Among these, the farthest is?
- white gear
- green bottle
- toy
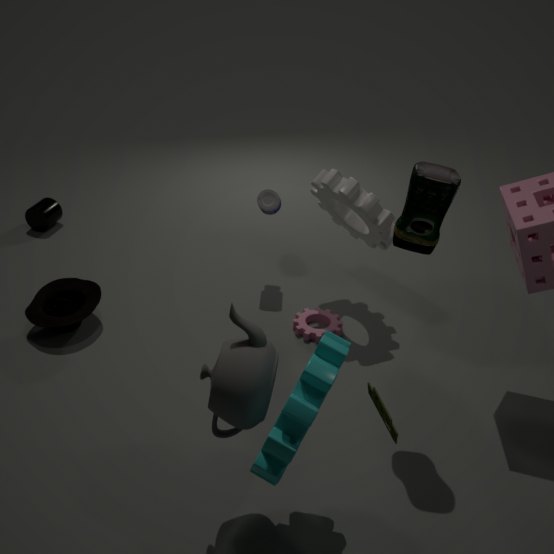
white gear
